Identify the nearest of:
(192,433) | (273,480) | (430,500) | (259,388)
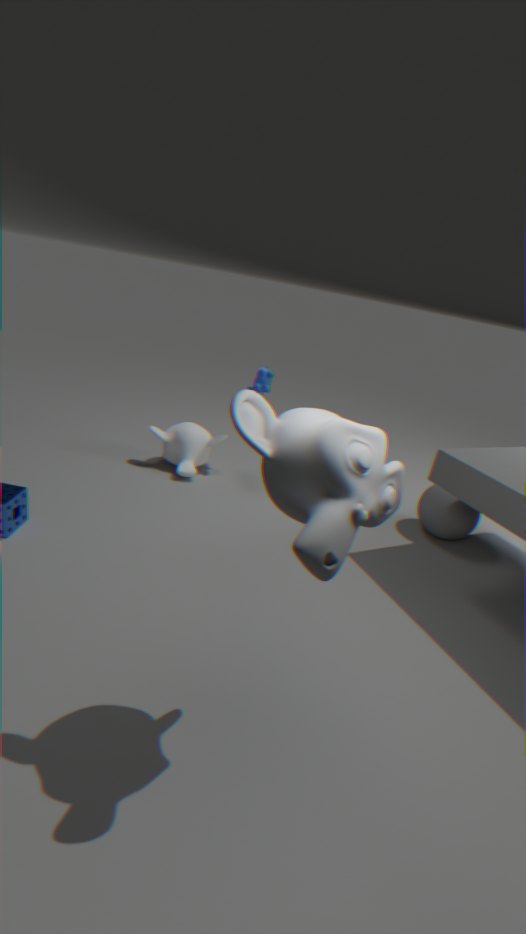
(273,480)
